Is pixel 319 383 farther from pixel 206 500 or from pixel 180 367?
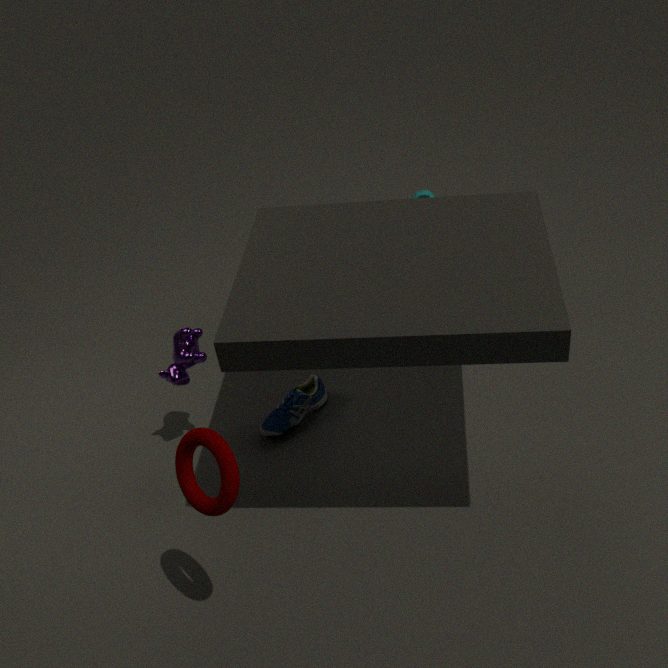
pixel 206 500
